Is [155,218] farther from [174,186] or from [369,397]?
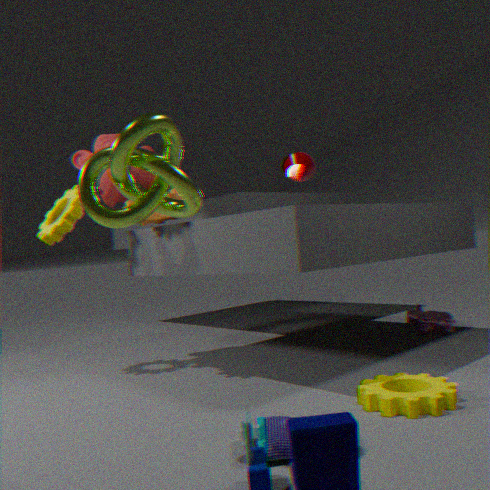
[369,397]
